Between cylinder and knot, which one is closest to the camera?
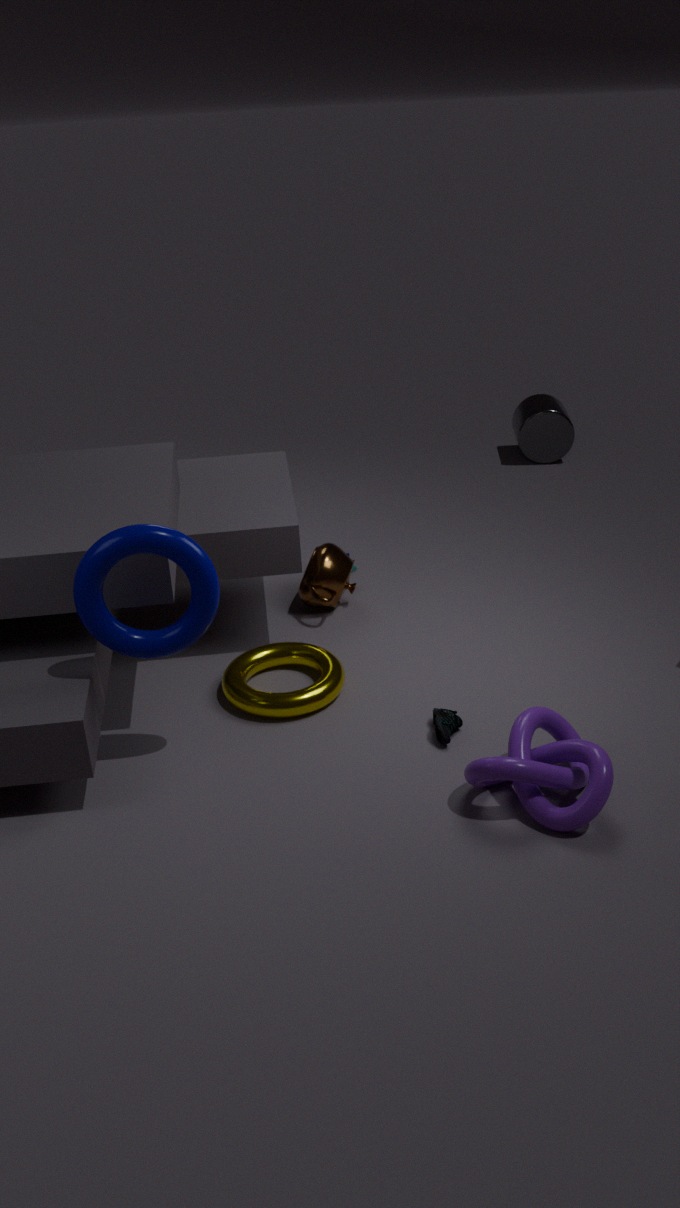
knot
